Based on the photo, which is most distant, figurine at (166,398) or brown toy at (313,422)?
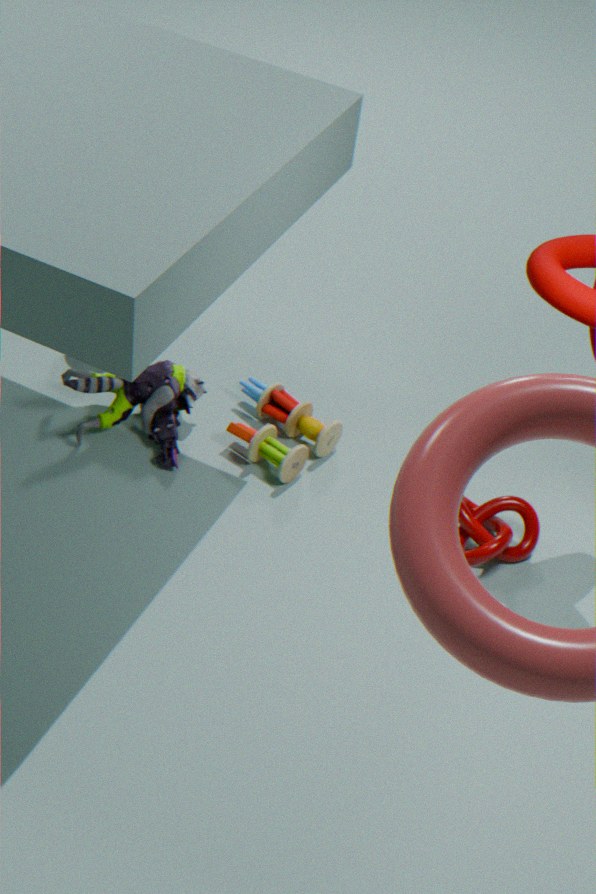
figurine at (166,398)
